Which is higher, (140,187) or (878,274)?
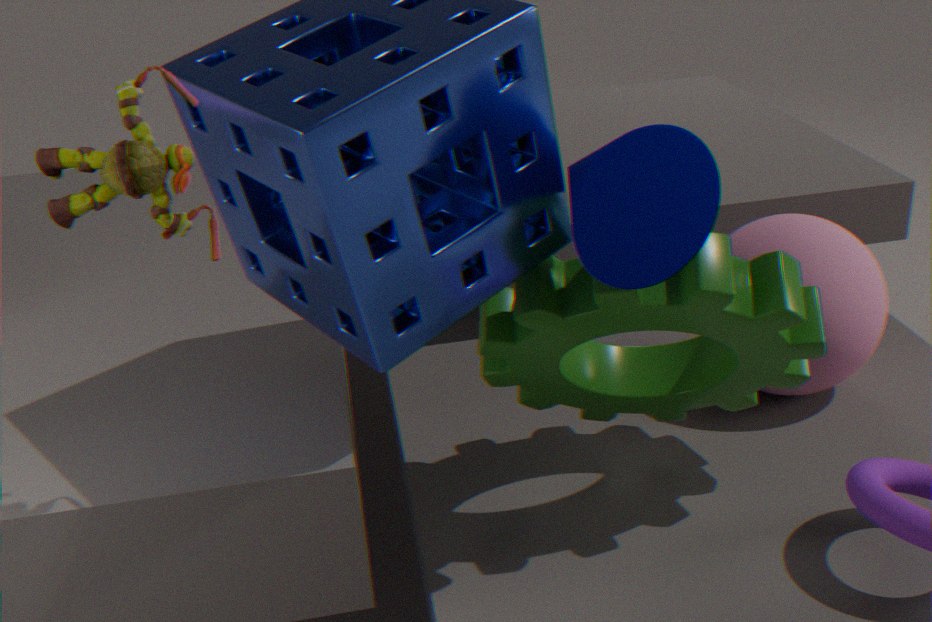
(140,187)
